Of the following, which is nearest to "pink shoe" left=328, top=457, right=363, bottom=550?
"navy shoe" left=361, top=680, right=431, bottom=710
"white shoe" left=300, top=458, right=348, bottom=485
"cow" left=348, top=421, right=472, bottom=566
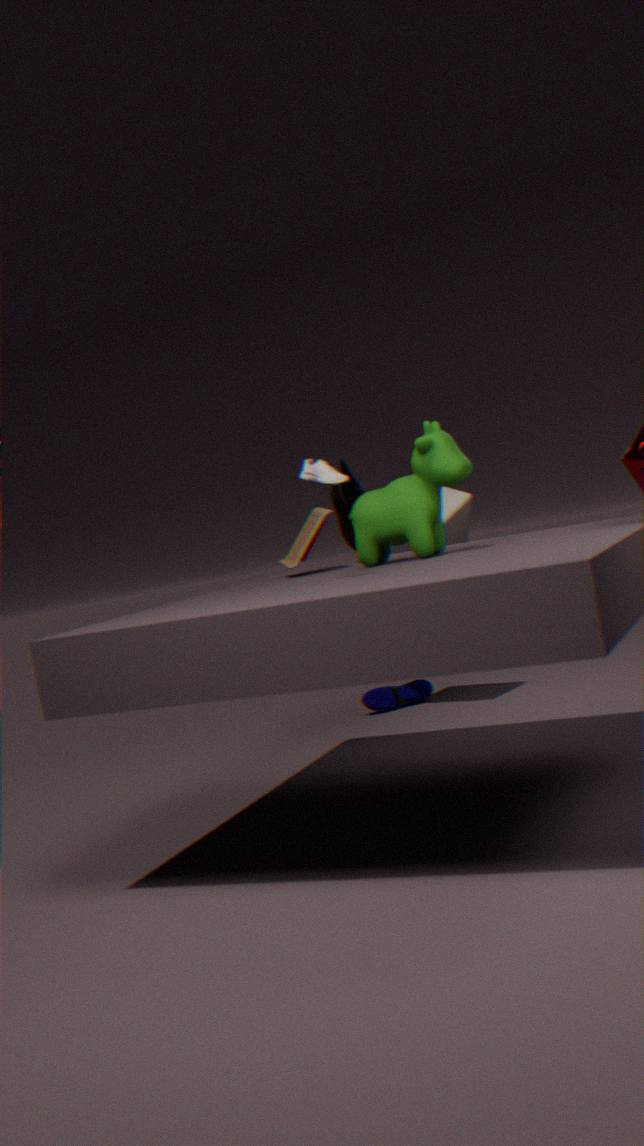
"cow" left=348, top=421, right=472, bottom=566
